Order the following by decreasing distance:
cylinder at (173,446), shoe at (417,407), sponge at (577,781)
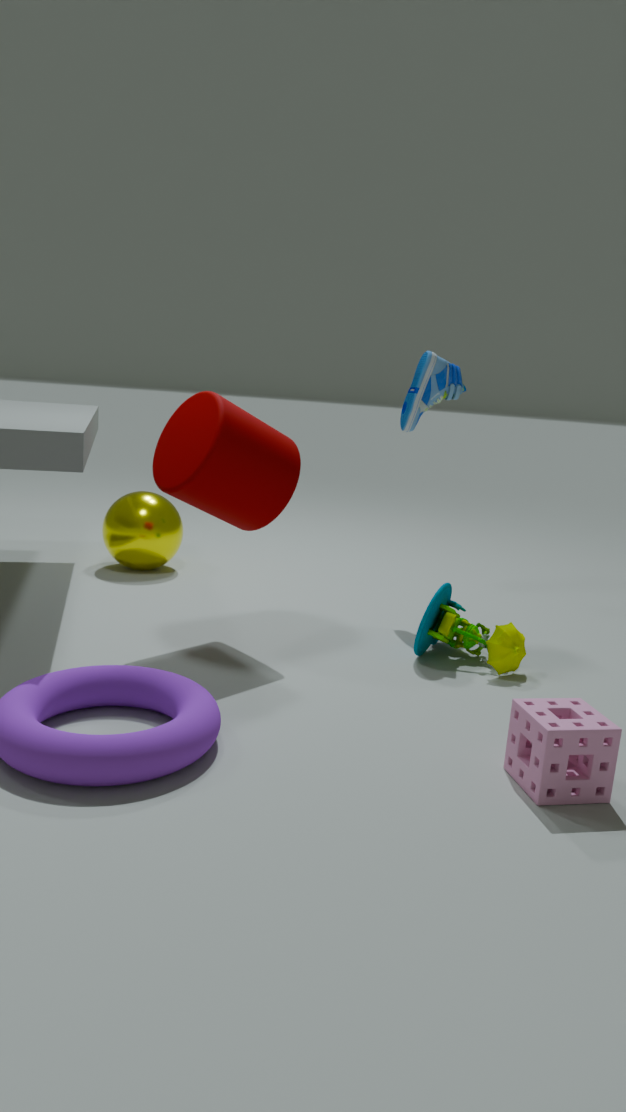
1. shoe at (417,407)
2. cylinder at (173,446)
3. sponge at (577,781)
